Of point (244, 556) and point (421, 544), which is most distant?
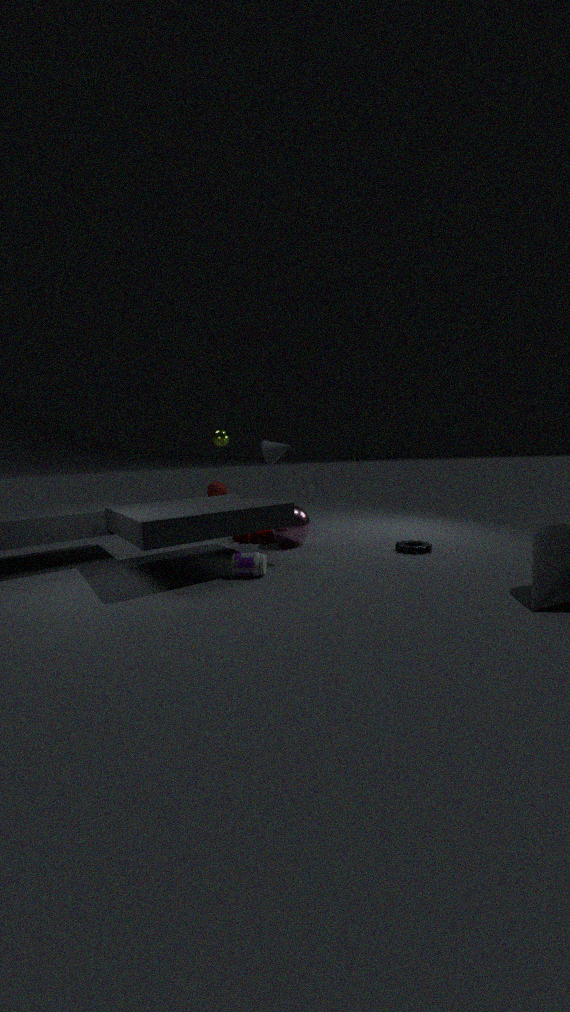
point (421, 544)
